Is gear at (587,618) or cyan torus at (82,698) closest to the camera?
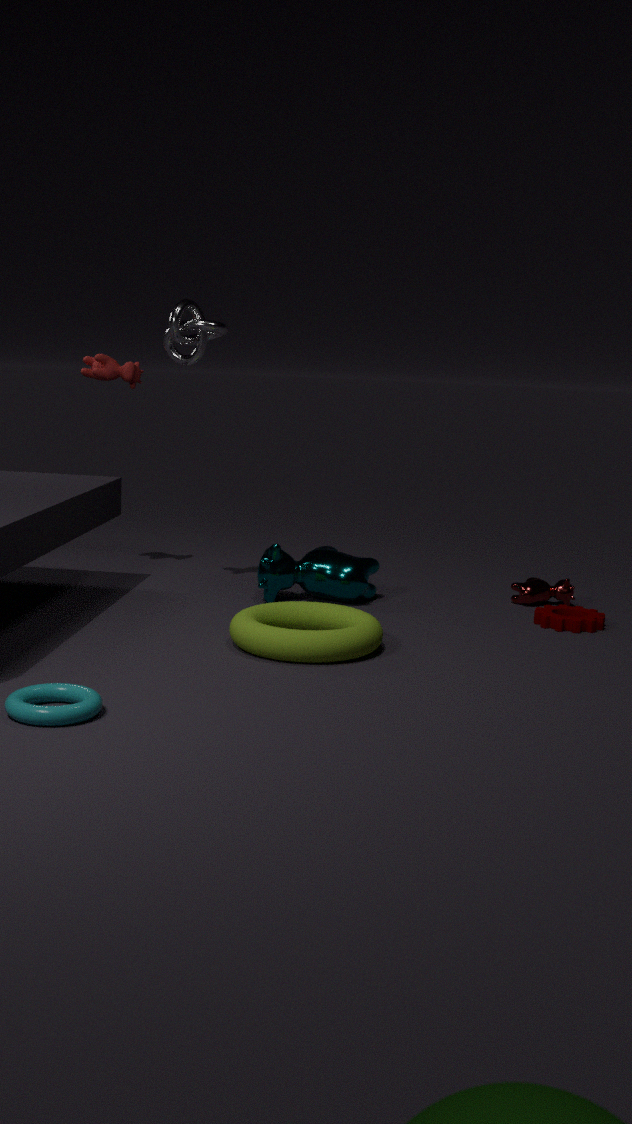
cyan torus at (82,698)
